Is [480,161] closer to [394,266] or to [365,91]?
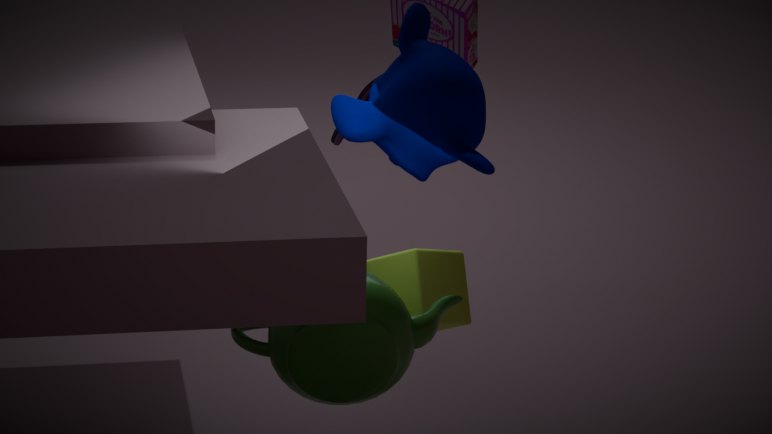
[394,266]
